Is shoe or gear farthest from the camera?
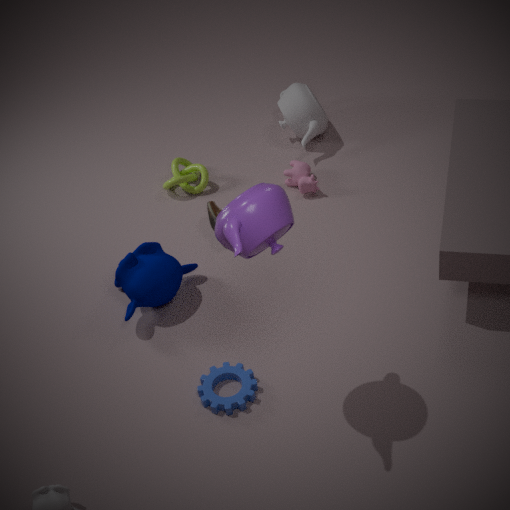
shoe
